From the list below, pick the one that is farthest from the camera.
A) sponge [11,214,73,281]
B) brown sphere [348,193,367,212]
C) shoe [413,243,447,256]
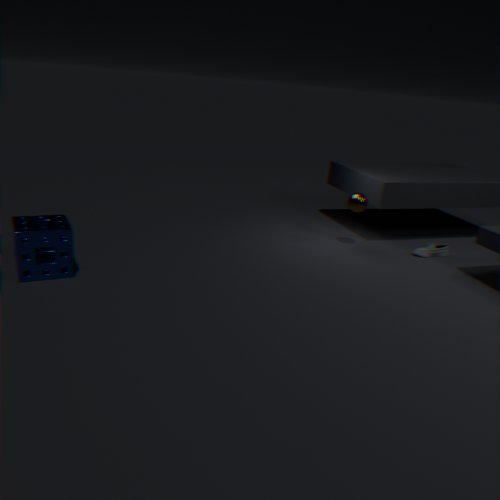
shoe [413,243,447,256]
